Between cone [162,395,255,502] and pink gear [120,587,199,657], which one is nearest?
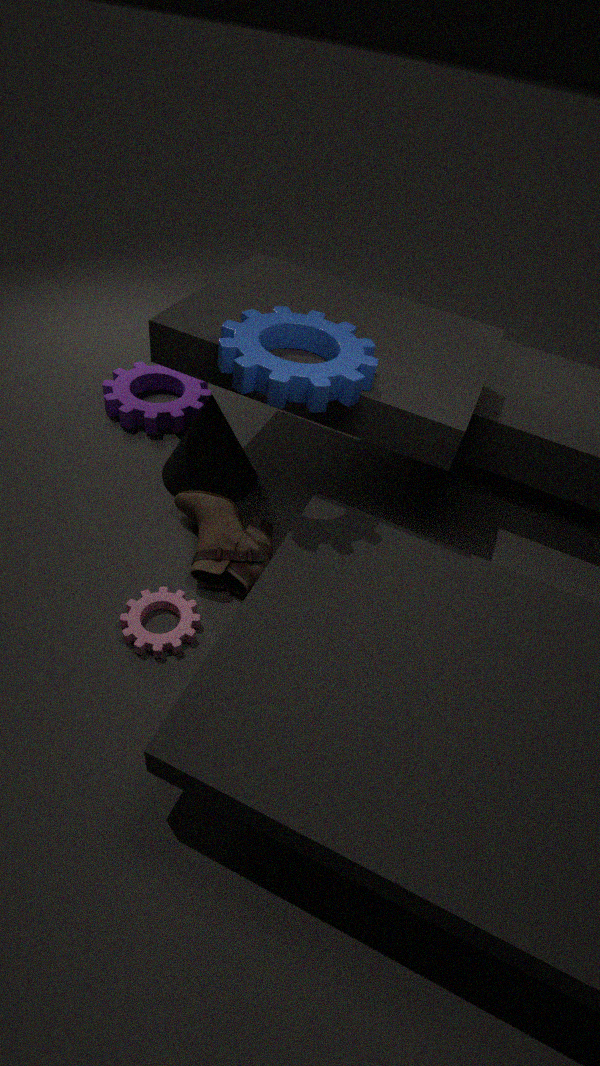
pink gear [120,587,199,657]
